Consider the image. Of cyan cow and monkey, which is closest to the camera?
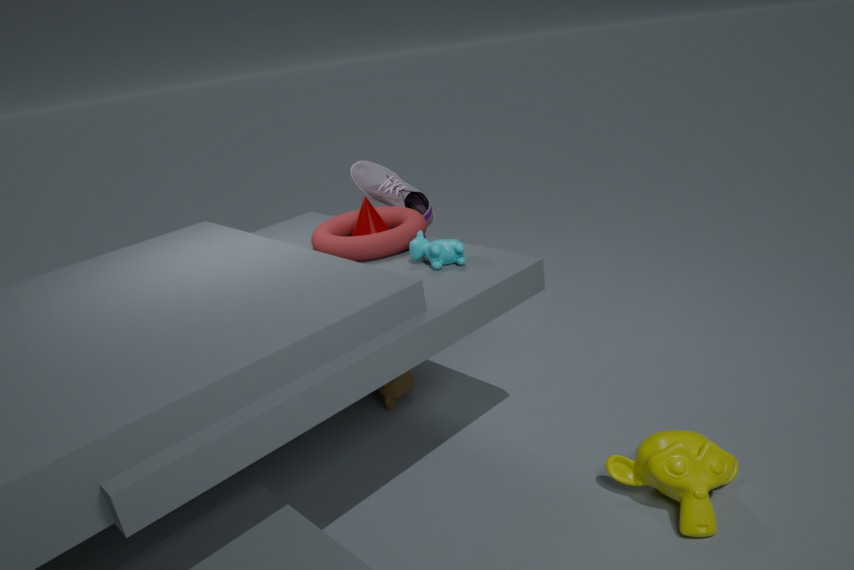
monkey
